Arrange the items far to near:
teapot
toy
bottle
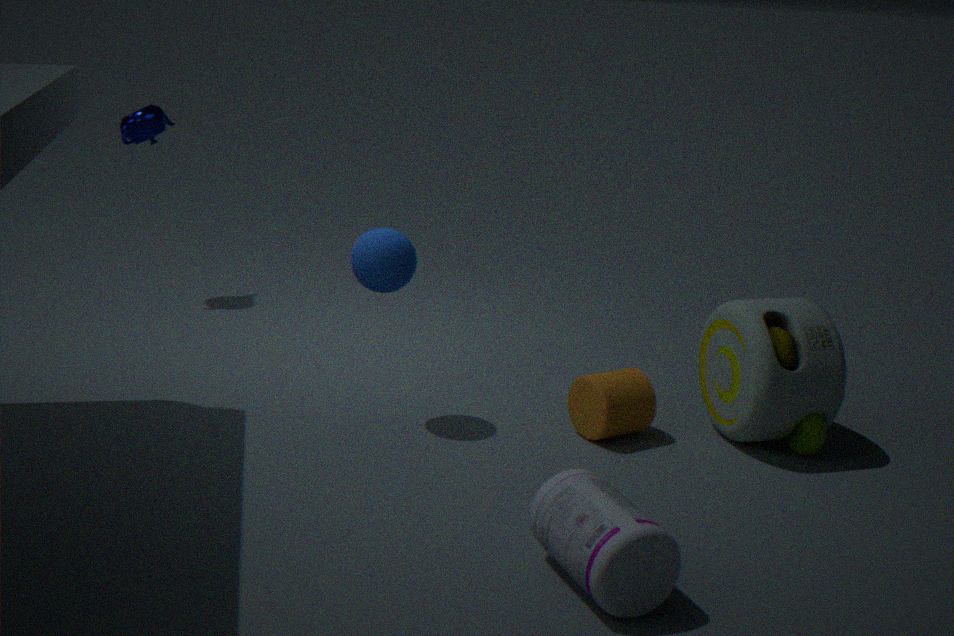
1. teapot
2. toy
3. bottle
